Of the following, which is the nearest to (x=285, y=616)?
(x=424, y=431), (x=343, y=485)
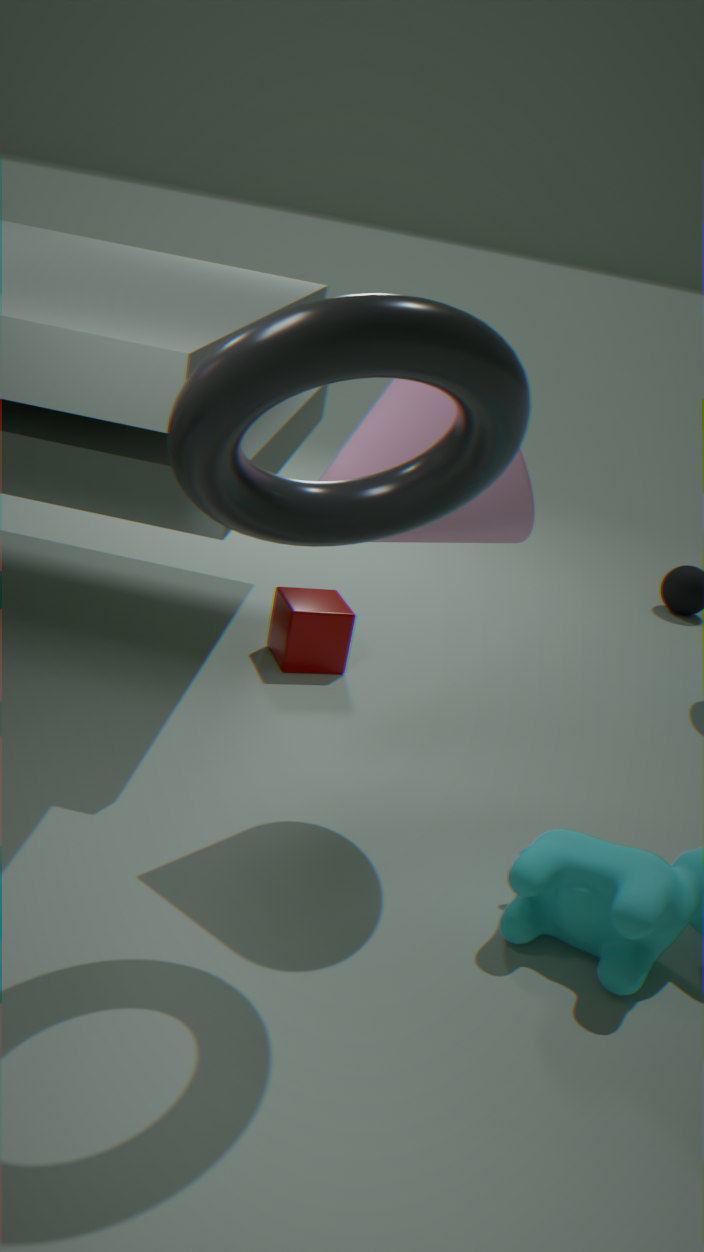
(x=424, y=431)
